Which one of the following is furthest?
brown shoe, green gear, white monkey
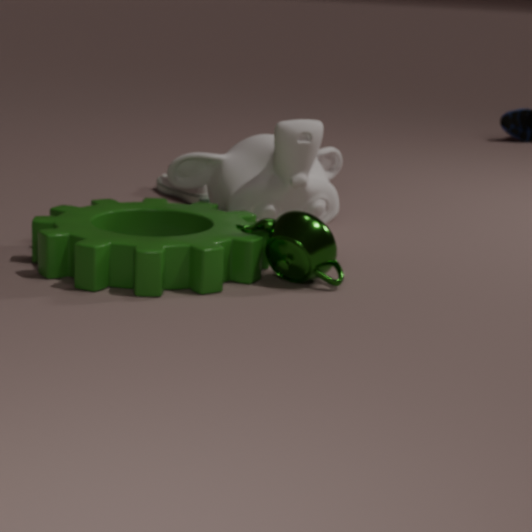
brown shoe
